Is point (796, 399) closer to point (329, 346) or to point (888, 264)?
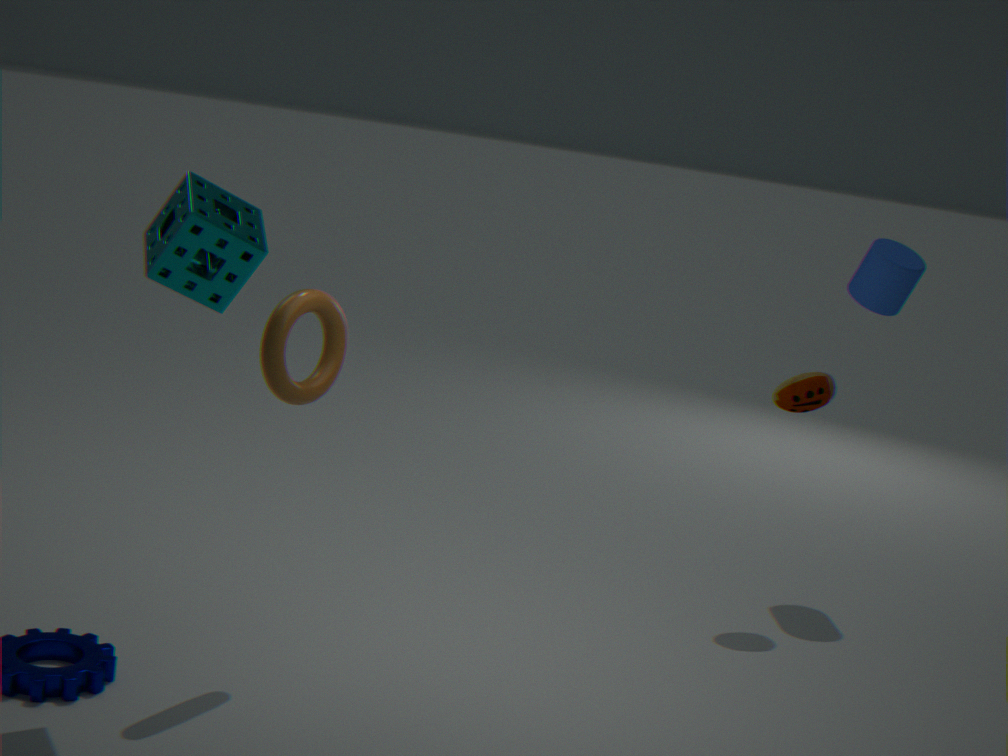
point (888, 264)
